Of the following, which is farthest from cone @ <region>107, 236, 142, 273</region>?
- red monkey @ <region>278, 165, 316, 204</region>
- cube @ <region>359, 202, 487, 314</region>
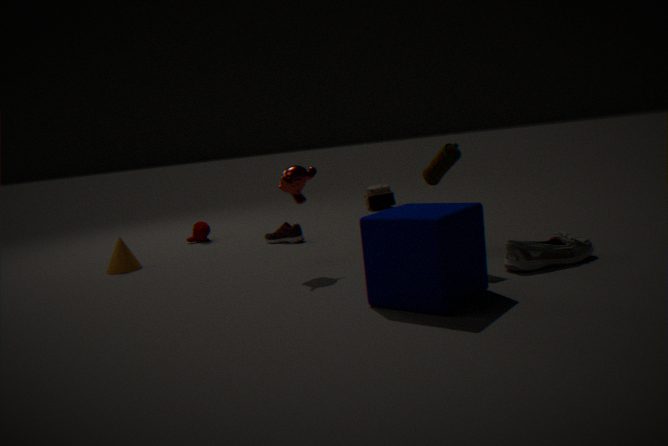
cube @ <region>359, 202, 487, 314</region>
